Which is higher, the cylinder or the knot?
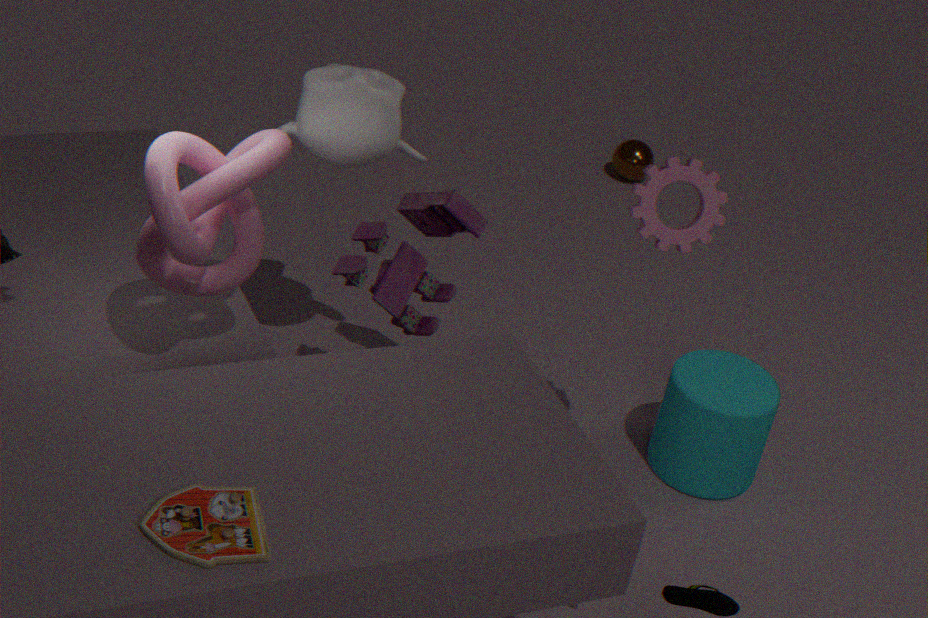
the knot
